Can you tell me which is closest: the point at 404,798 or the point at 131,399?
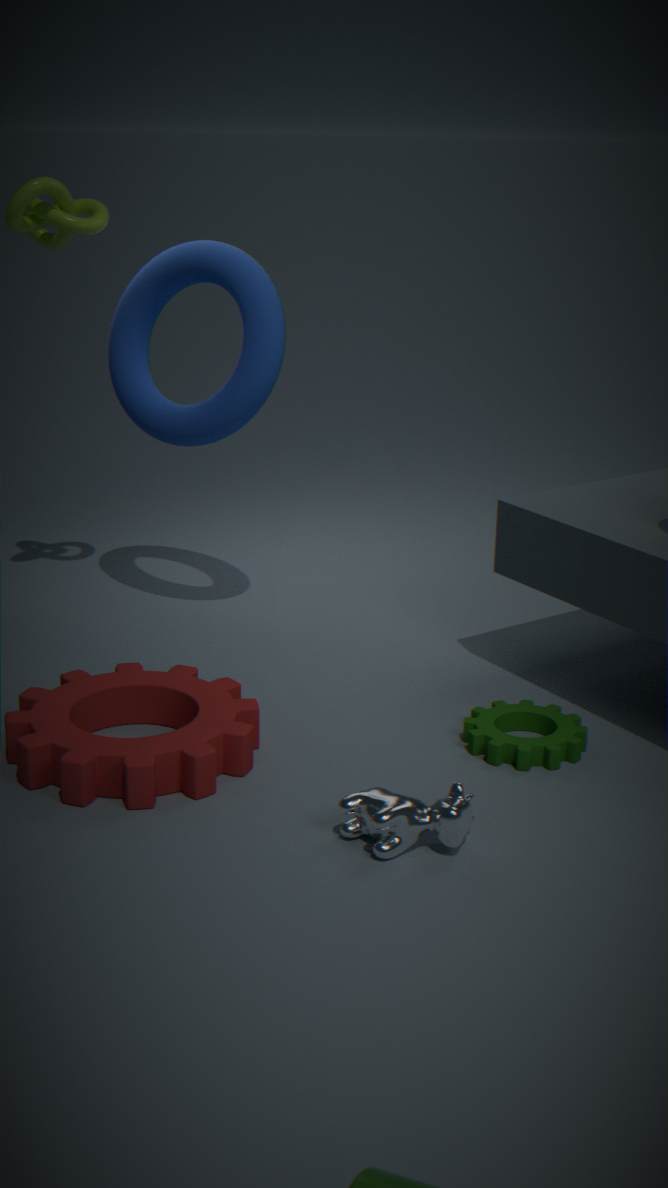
the point at 404,798
